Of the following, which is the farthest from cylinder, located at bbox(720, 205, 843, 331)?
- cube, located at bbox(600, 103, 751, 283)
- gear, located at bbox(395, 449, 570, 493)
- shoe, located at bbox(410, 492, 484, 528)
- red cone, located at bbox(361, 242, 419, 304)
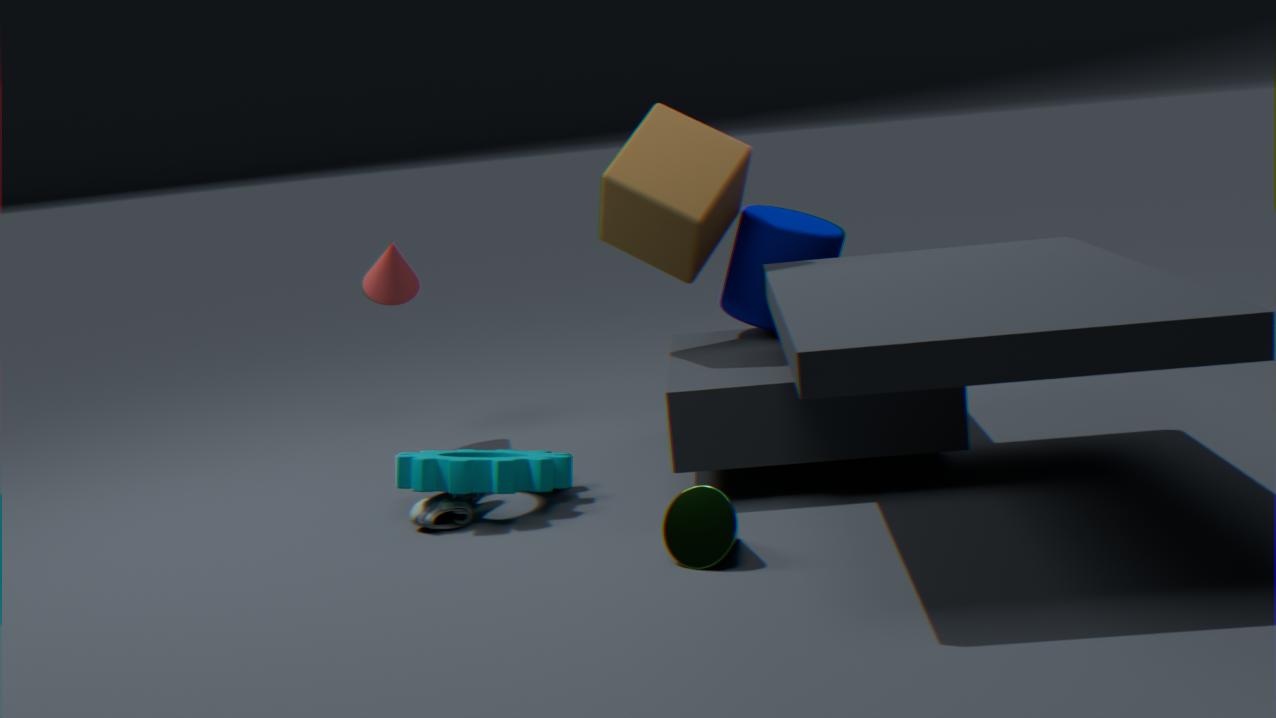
red cone, located at bbox(361, 242, 419, 304)
